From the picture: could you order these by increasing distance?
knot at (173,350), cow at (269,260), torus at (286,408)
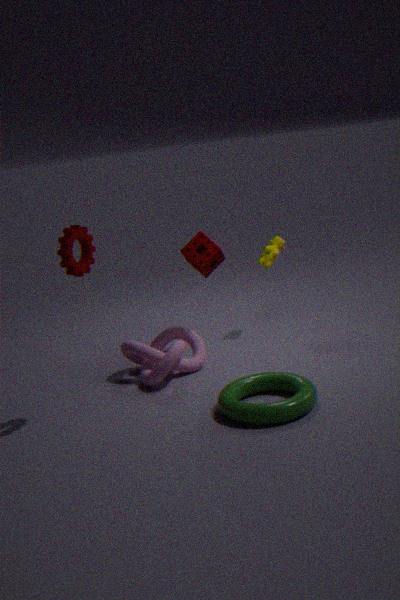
torus at (286,408), knot at (173,350), cow at (269,260)
